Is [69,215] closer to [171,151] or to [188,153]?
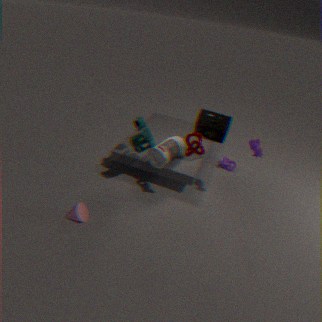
[171,151]
